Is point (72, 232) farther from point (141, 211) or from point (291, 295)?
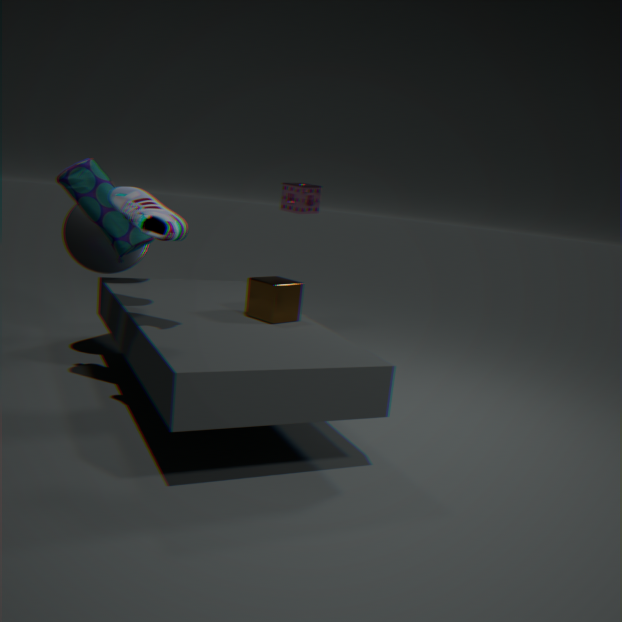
point (141, 211)
